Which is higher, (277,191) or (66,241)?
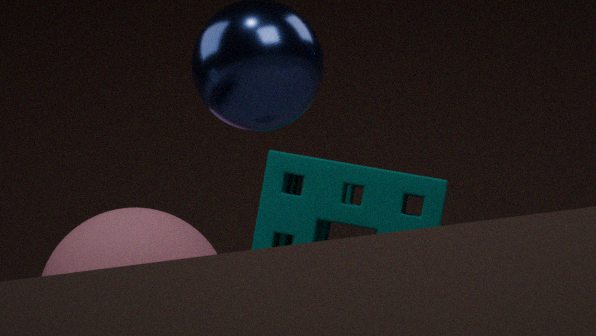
(277,191)
